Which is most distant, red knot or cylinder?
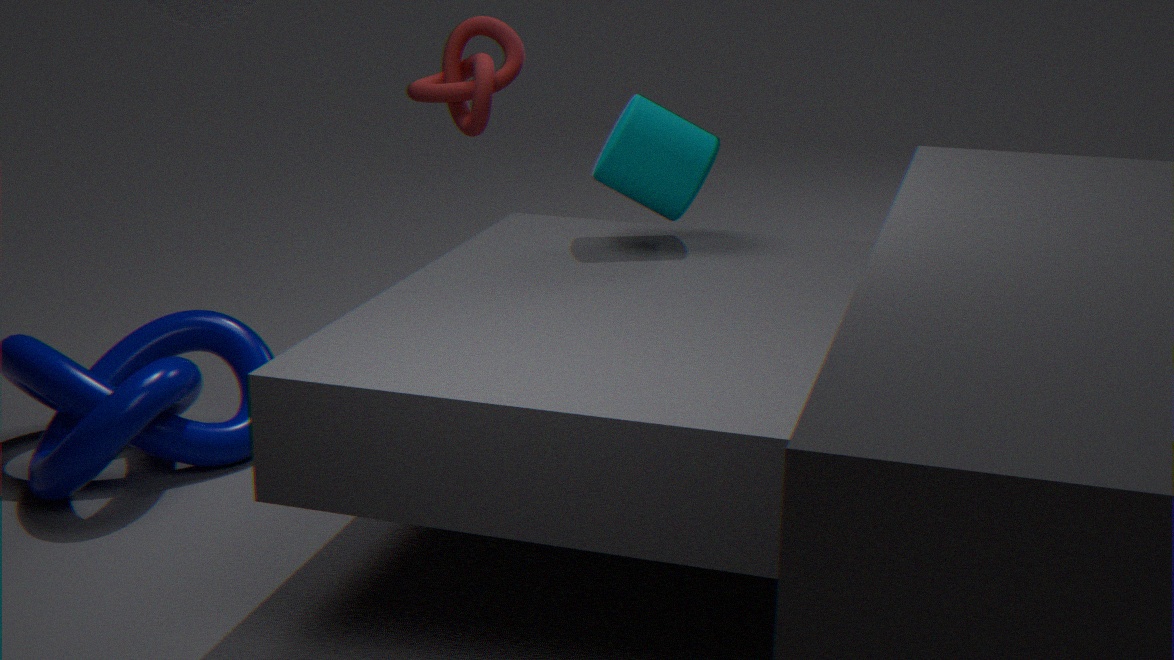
red knot
